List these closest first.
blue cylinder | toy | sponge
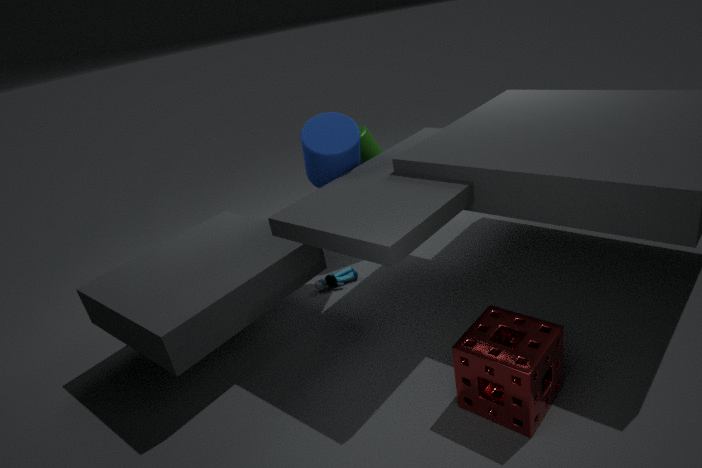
sponge, blue cylinder, toy
